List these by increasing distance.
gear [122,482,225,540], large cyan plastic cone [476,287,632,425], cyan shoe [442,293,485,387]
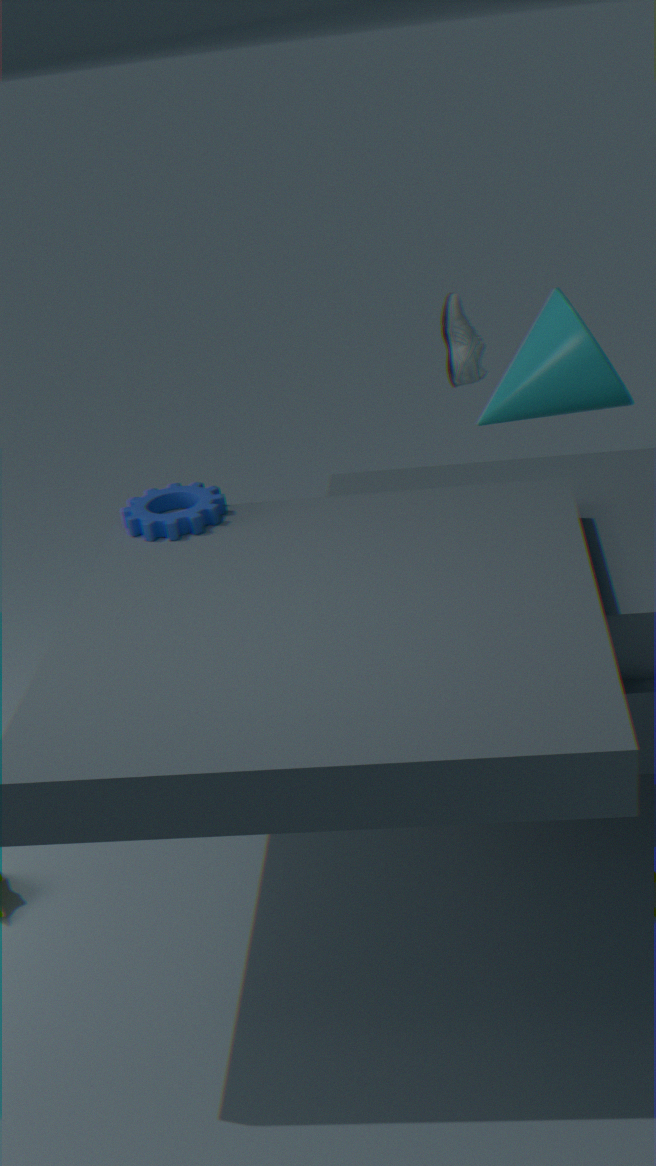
gear [122,482,225,540]
large cyan plastic cone [476,287,632,425]
cyan shoe [442,293,485,387]
